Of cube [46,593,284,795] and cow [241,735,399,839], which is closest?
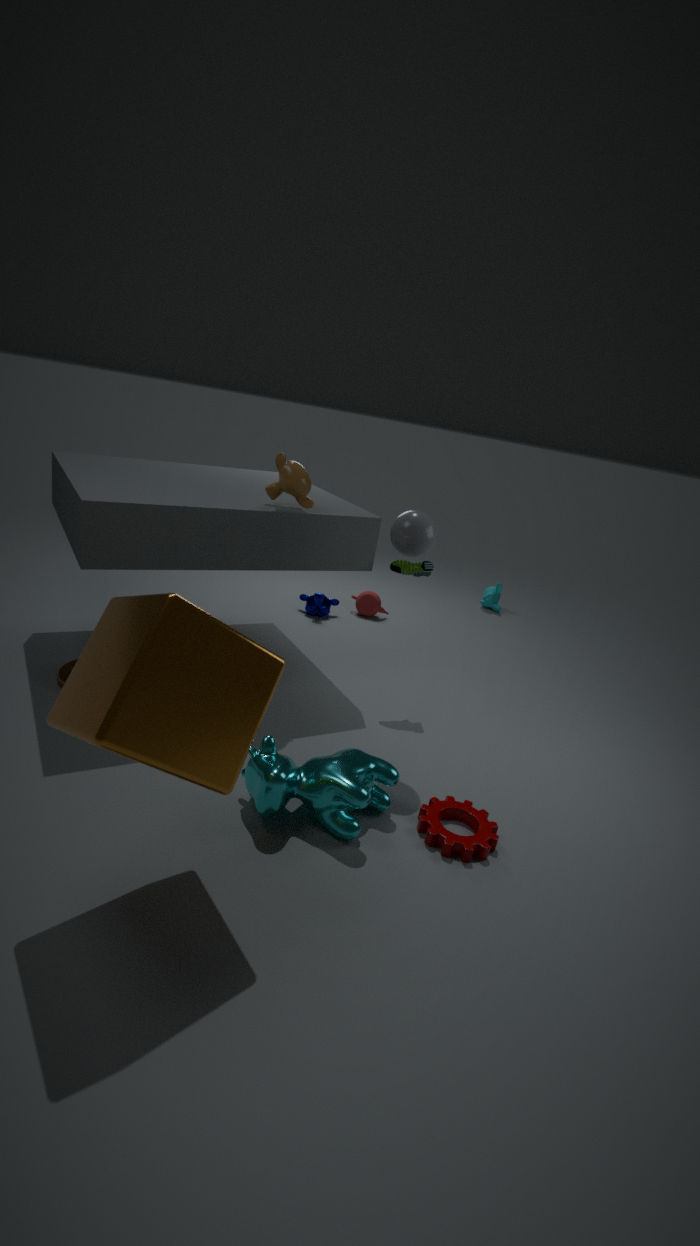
cube [46,593,284,795]
